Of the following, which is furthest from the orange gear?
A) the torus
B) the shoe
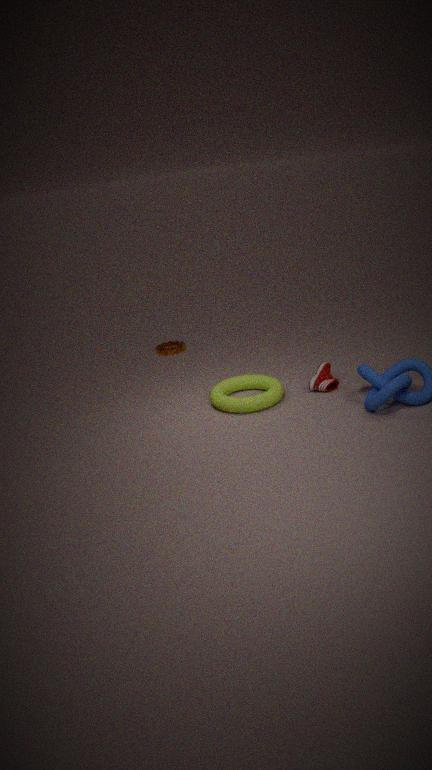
the shoe
